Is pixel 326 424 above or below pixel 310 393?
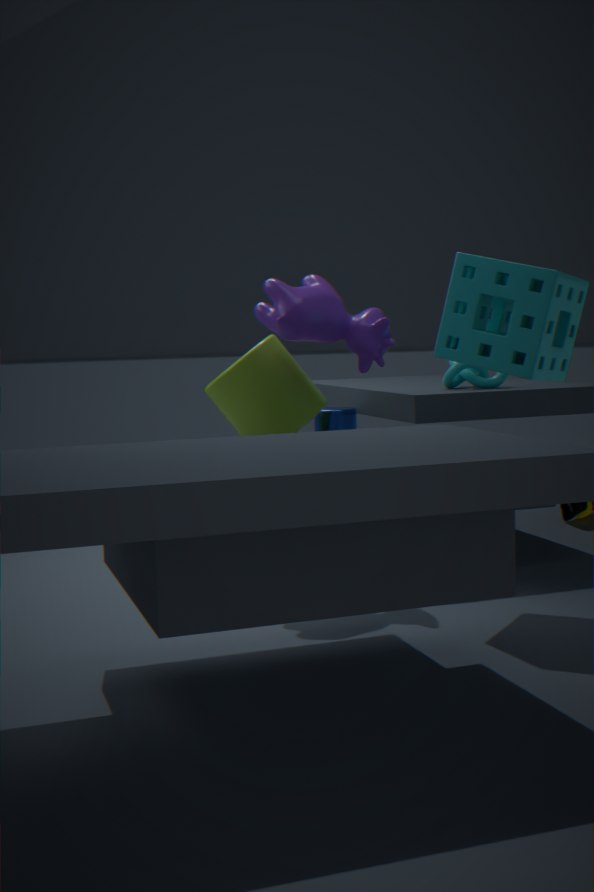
below
